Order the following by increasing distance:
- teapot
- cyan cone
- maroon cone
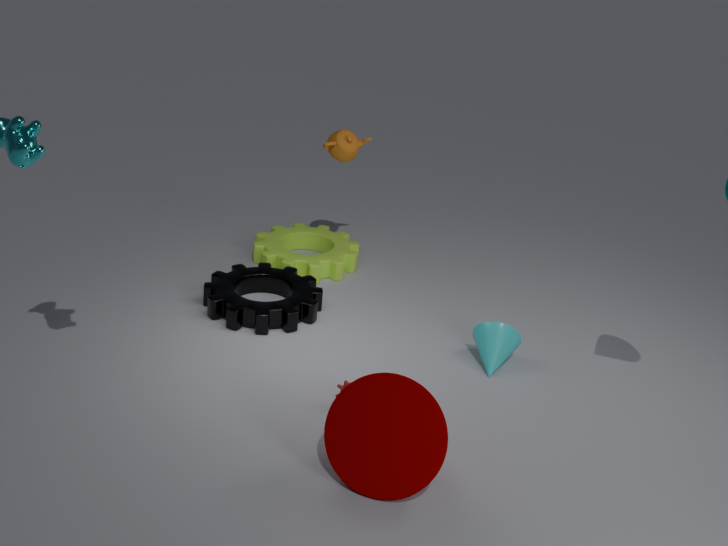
1. maroon cone
2. cyan cone
3. teapot
